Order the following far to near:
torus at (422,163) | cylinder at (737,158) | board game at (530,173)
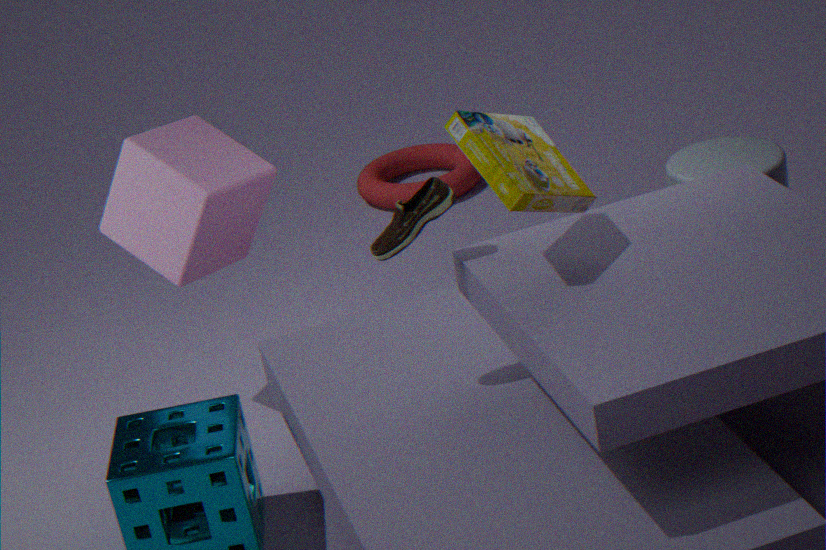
torus at (422,163) → cylinder at (737,158) → board game at (530,173)
